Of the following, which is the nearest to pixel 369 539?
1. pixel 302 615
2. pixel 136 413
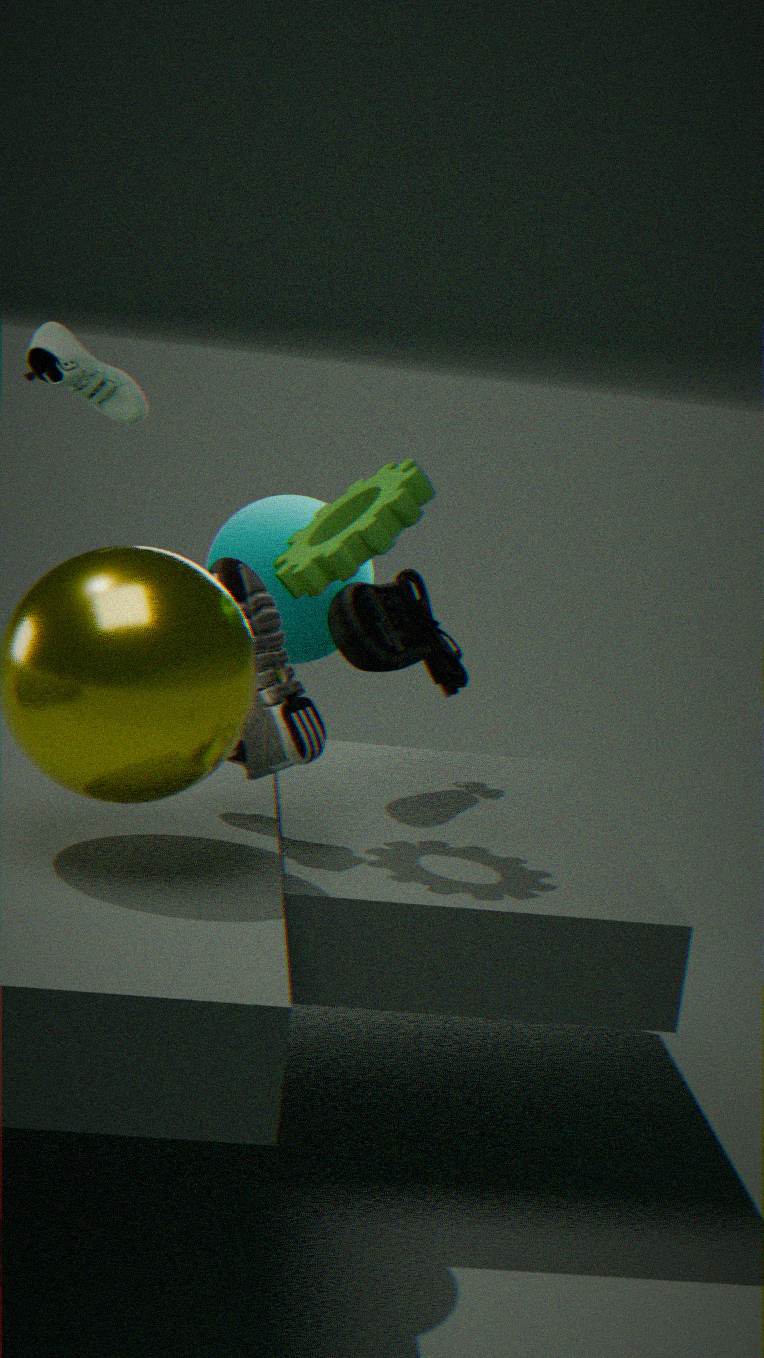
pixel 136 413
